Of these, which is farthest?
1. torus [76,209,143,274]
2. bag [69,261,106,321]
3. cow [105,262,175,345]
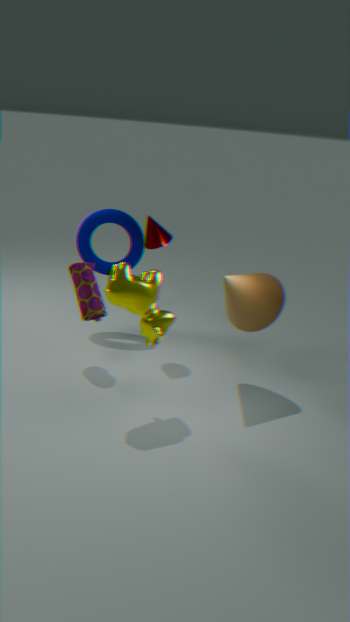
torus [76,209,143,274]
